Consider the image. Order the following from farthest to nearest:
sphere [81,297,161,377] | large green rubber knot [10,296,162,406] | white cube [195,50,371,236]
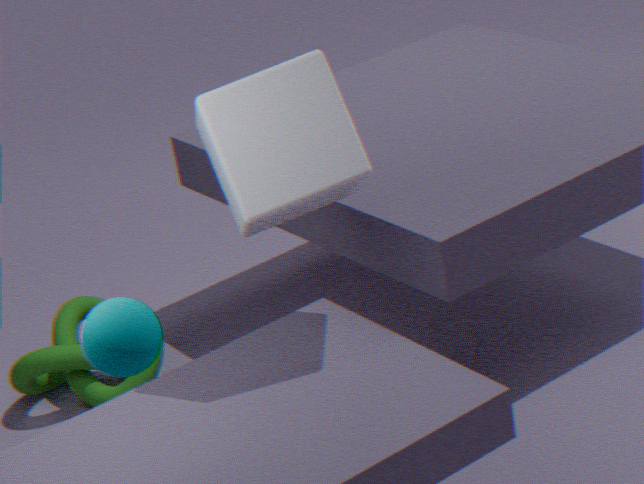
large green rubber knot [10,296,162,406], white cube [195,50,371,236], sphere [81,297,161,377]
